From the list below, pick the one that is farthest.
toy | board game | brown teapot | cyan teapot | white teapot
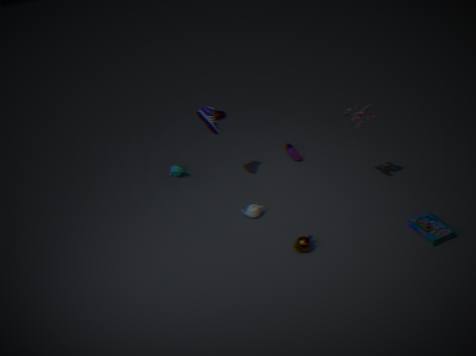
cyan teapot
